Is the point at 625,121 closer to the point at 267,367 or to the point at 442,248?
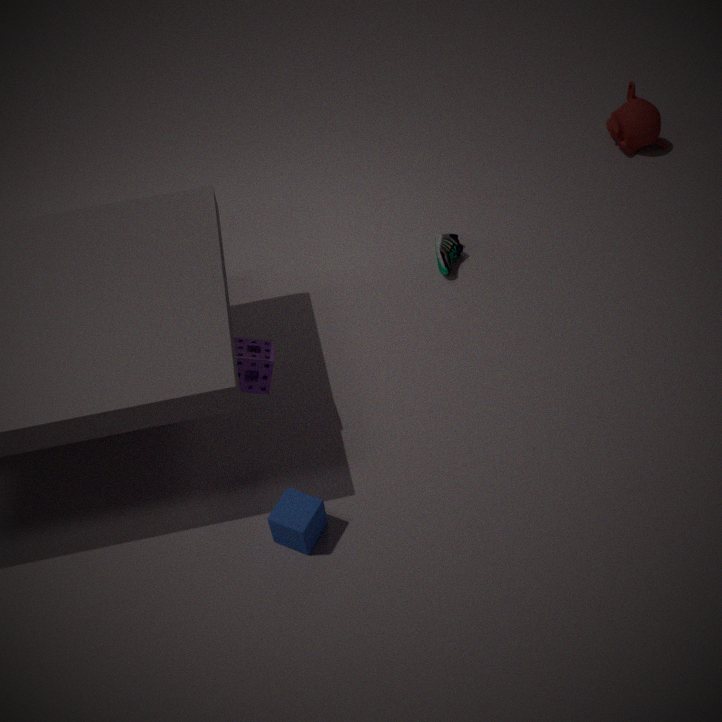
the point at 442,248
